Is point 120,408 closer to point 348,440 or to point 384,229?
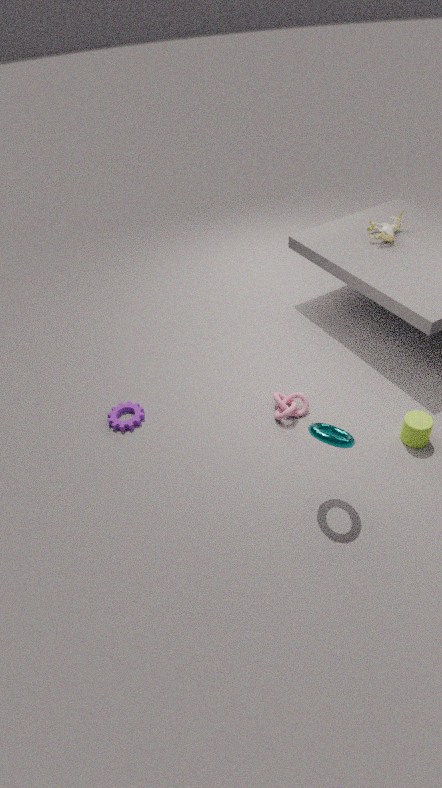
point 348,440
